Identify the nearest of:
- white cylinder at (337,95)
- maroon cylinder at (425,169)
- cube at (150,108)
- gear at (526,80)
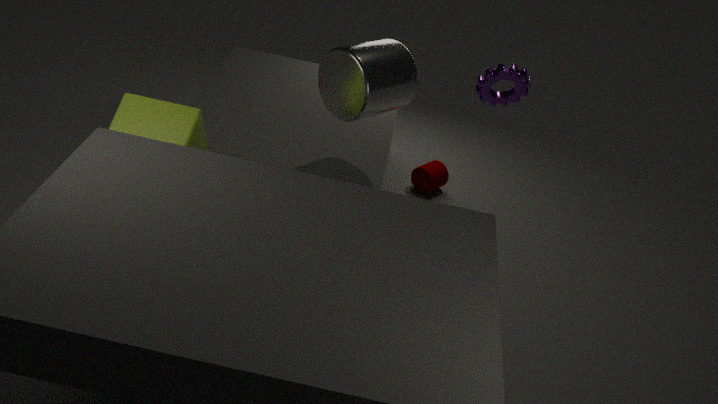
cube at (150,108)
